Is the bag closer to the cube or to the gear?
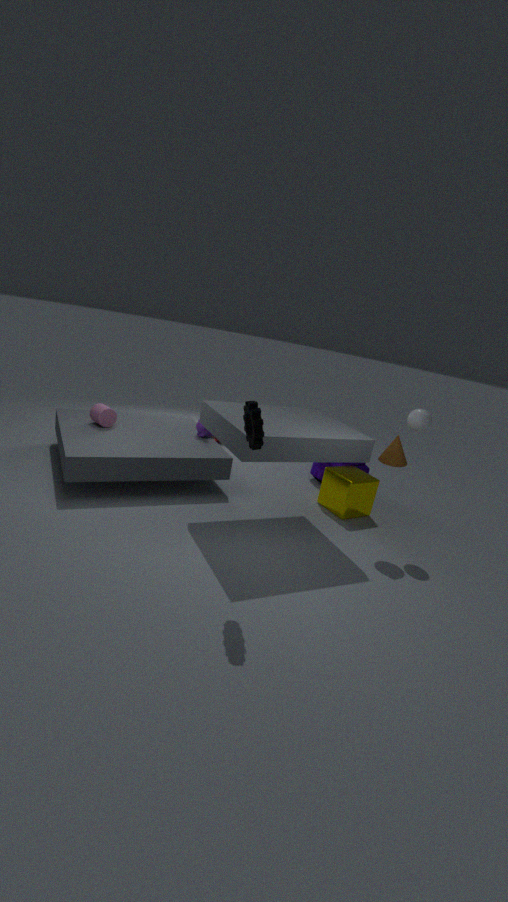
the cube
